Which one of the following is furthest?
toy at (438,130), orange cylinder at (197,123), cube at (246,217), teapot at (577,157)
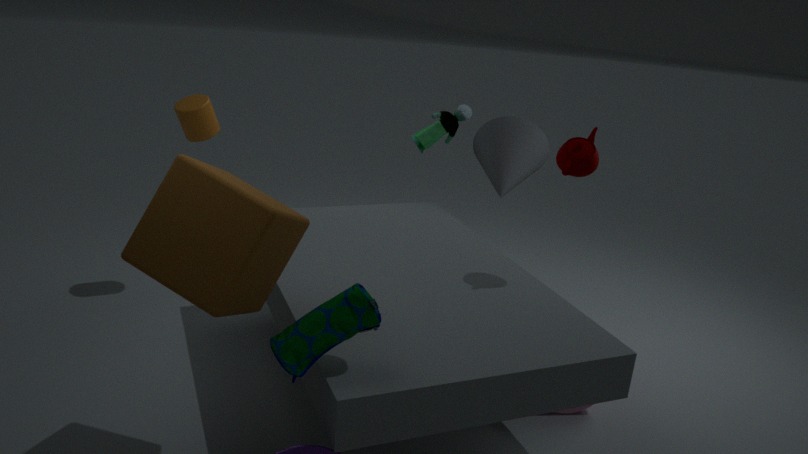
toy at (438,130)
